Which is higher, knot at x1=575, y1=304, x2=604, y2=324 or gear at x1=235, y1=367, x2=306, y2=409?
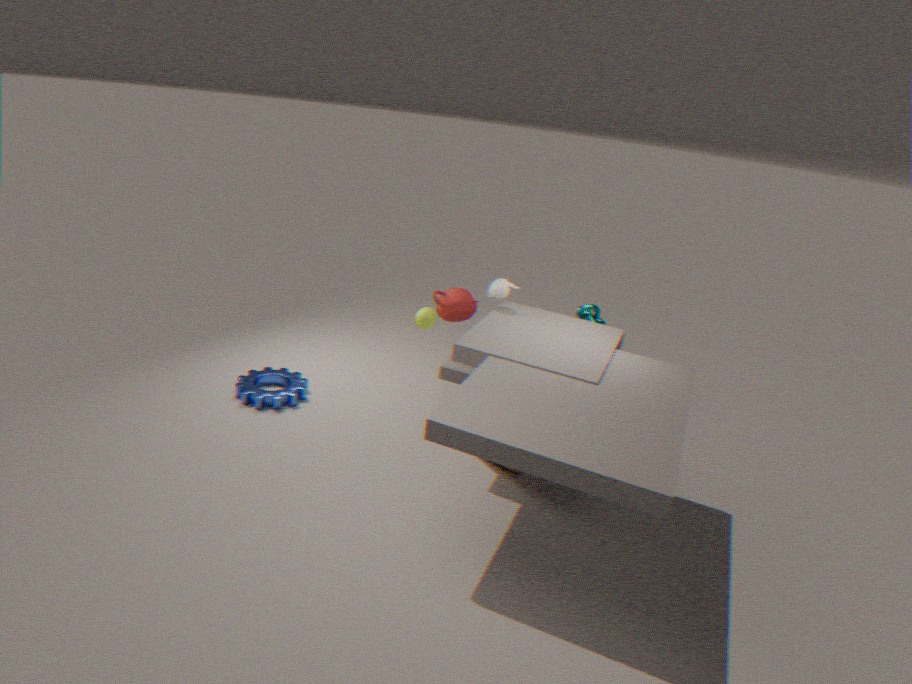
knot at x1=575, y1=304, x2=604, y2=324
